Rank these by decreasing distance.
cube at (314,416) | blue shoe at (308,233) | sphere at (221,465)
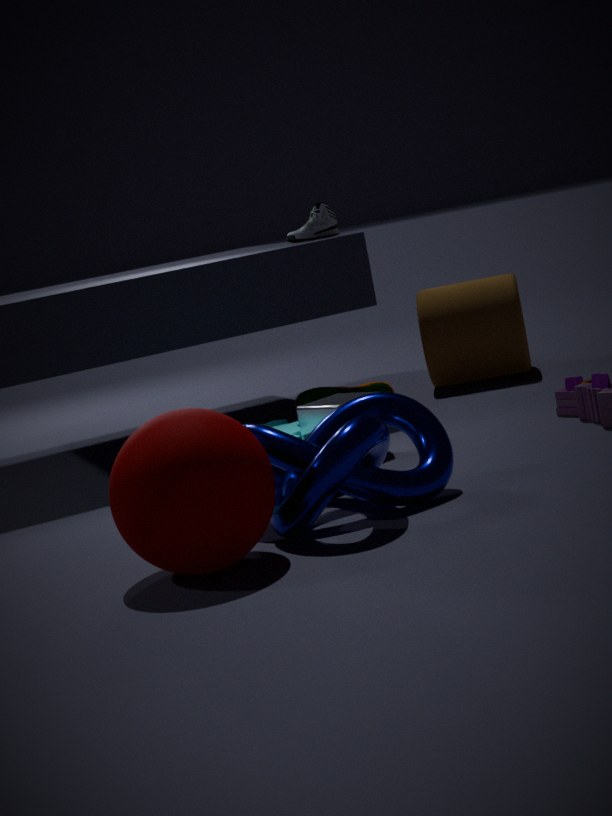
blue shoe at (308,233)
cube at (314,416)
sphere at (221,465)
